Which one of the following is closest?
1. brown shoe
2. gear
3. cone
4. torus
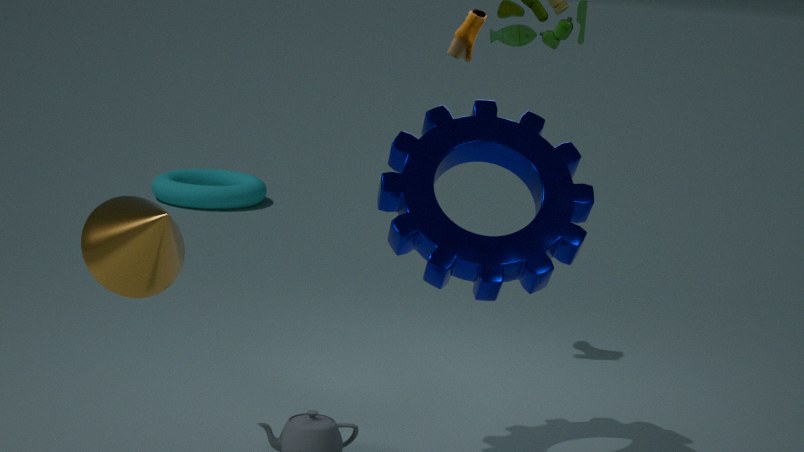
cone
